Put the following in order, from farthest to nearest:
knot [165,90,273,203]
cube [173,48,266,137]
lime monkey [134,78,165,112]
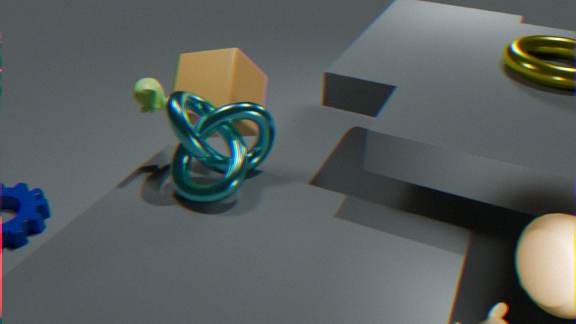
1. cube [173,48,266,137]
2. lime monkey [134,78,165,112]
3. knot [165,90,273,203]
